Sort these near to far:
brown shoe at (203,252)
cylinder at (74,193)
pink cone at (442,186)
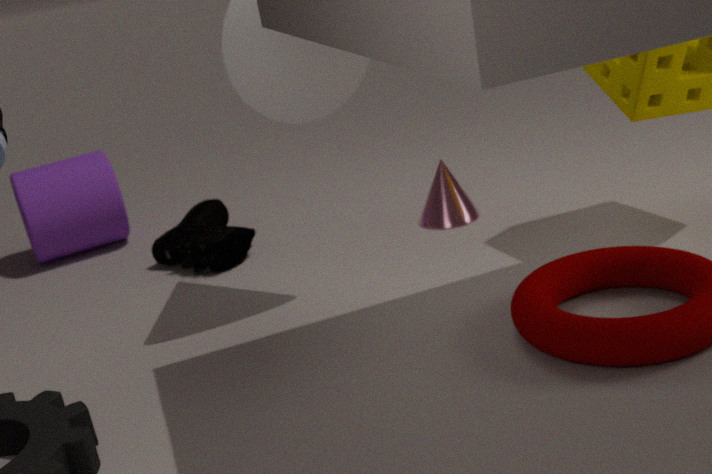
1. brown shoe at (203,252)
2. pink cone at (442,186)
3. cylinder at (74,193)
